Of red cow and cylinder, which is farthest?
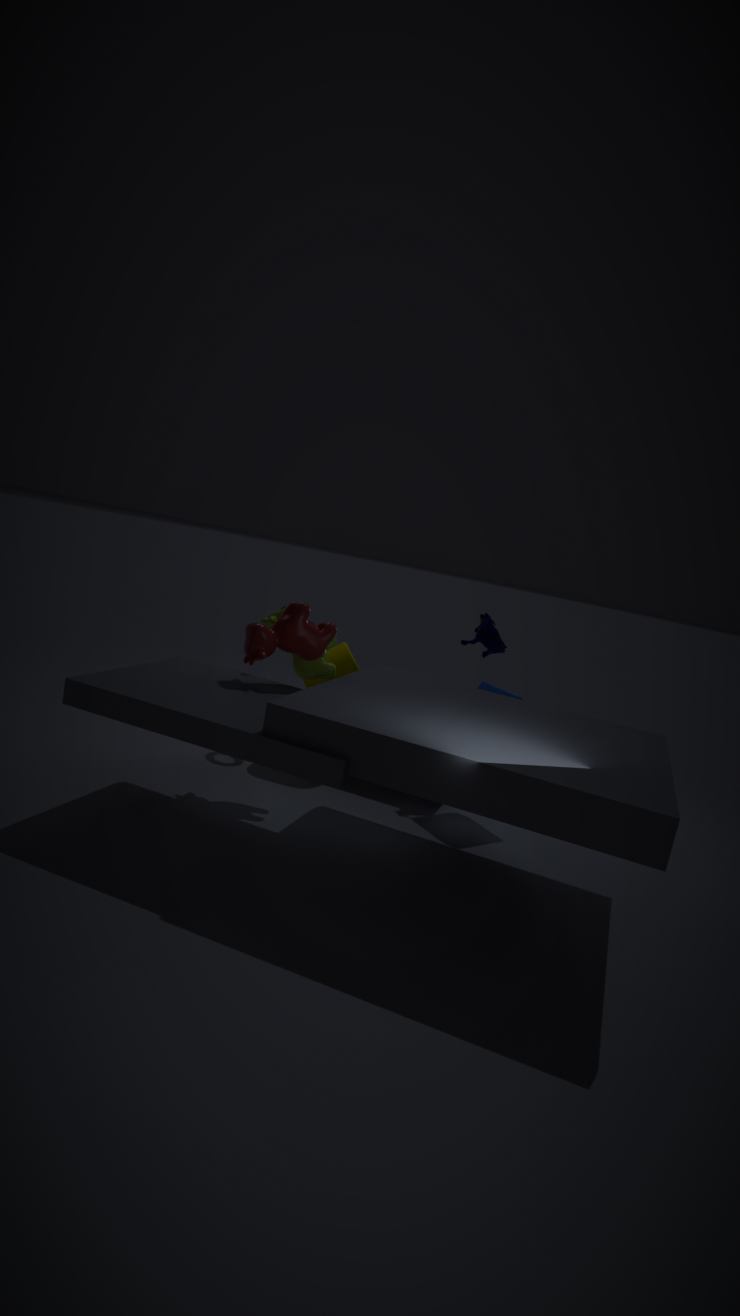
cylinder
